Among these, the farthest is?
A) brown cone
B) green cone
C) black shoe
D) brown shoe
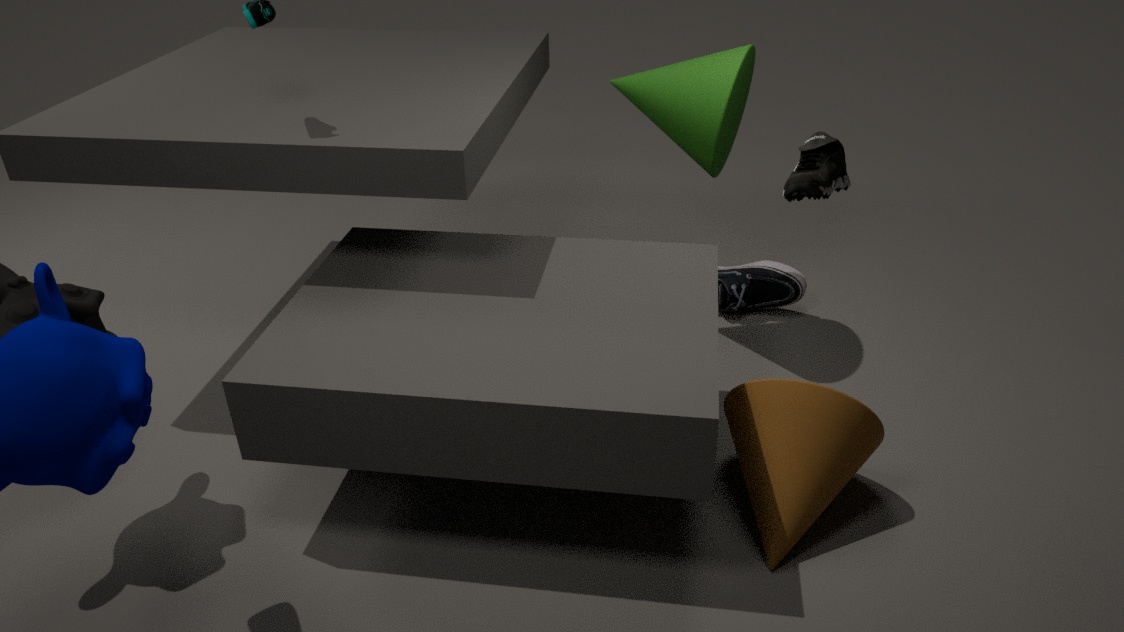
black shoe
